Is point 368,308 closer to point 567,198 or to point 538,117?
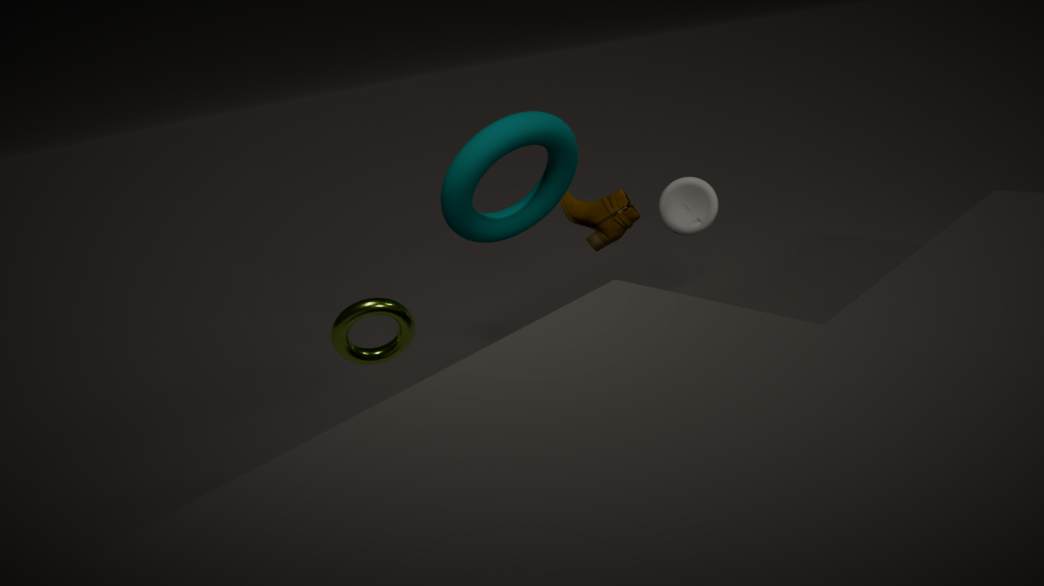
point 538,117
